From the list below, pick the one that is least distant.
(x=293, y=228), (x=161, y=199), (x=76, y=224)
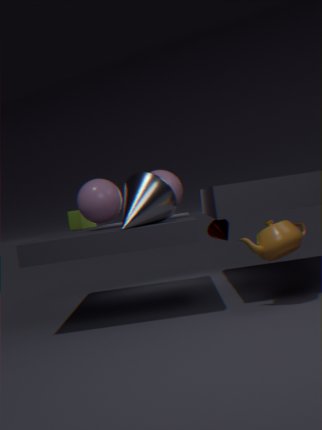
(x=293, y=228)
